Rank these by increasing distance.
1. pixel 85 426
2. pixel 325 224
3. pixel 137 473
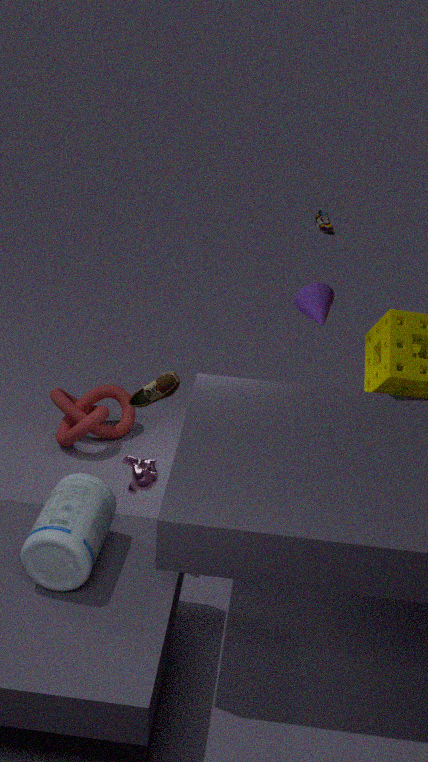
pixel 137 473 → pixel 85 426 → pixel 325 224
